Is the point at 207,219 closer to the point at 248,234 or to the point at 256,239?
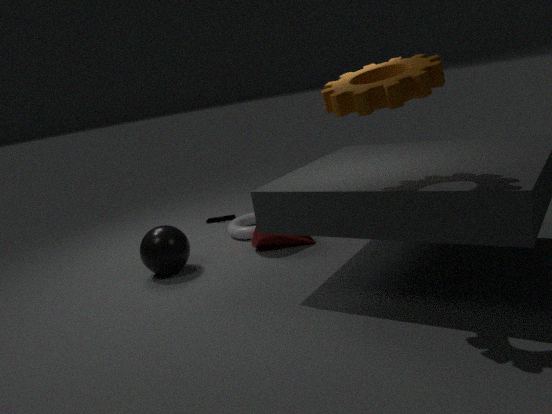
the point at 248,234
